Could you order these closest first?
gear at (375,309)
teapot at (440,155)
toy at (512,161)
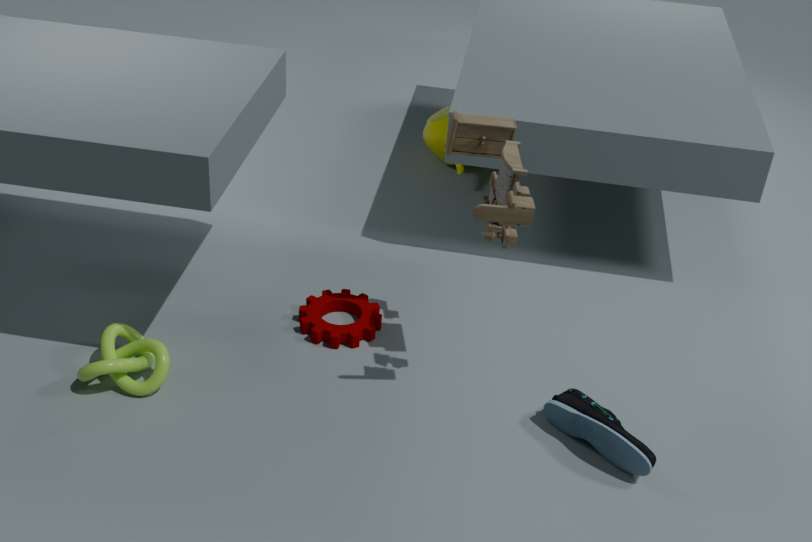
1. toy at (512,161)
2. gear at (375,309)
3. teapot at (440,155)
